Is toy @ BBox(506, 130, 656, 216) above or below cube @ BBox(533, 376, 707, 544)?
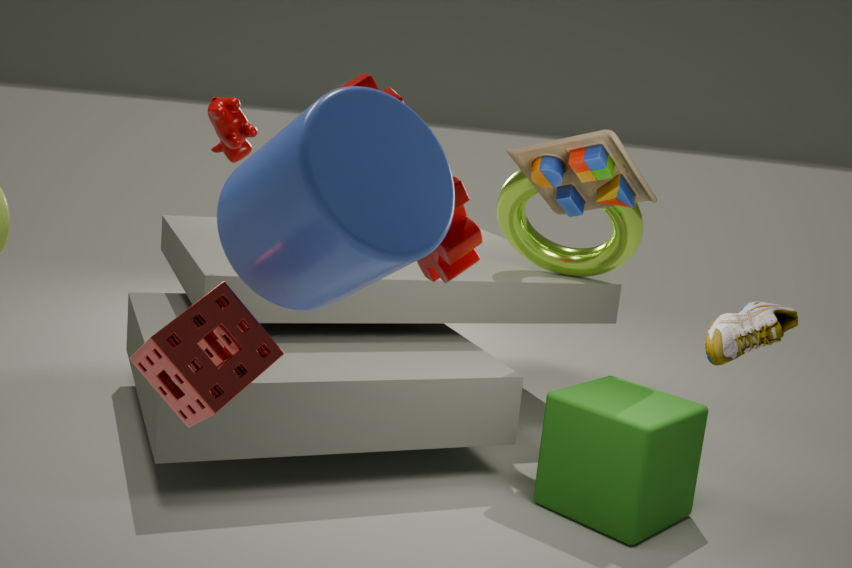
above
